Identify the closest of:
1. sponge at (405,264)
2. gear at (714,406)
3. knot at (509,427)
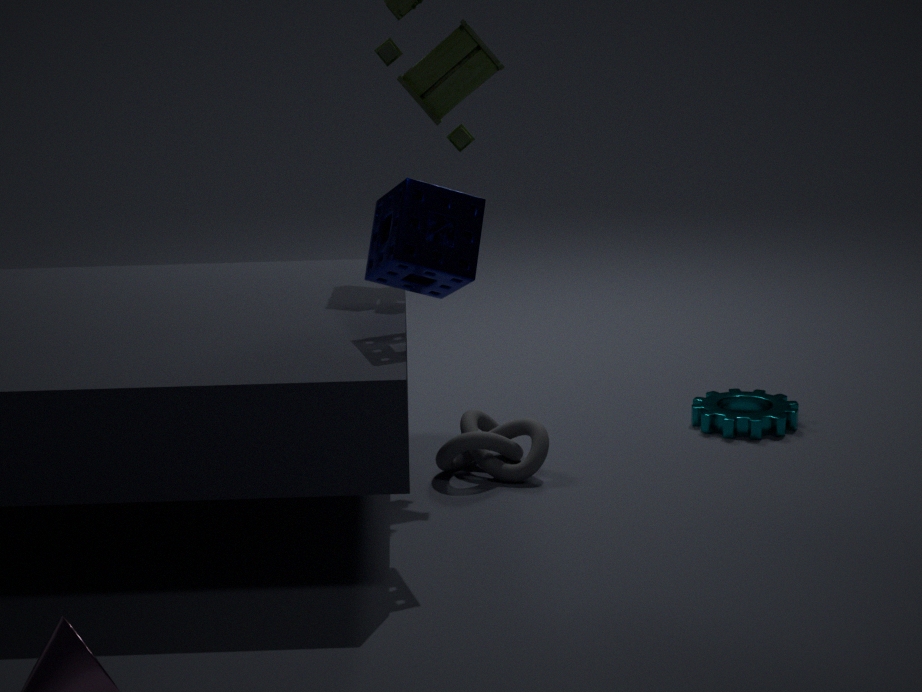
sponge at (405,264)
